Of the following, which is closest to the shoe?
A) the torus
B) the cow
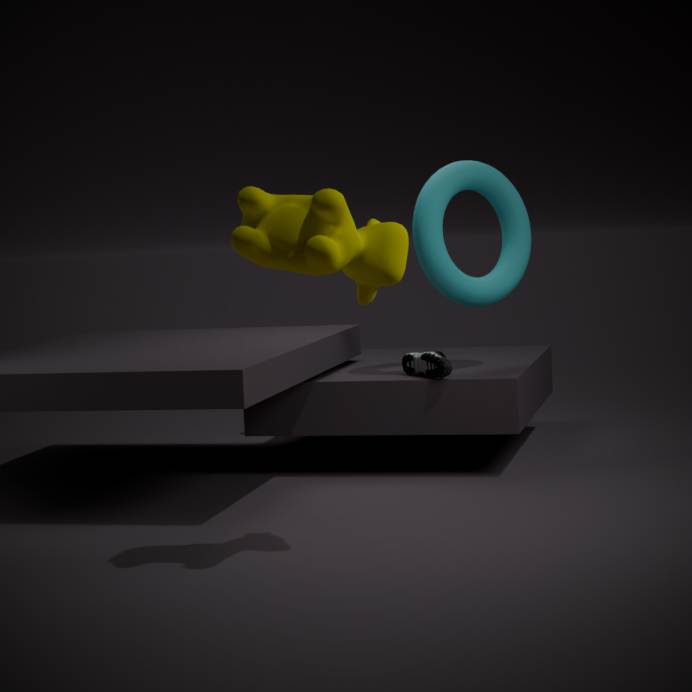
the torus
